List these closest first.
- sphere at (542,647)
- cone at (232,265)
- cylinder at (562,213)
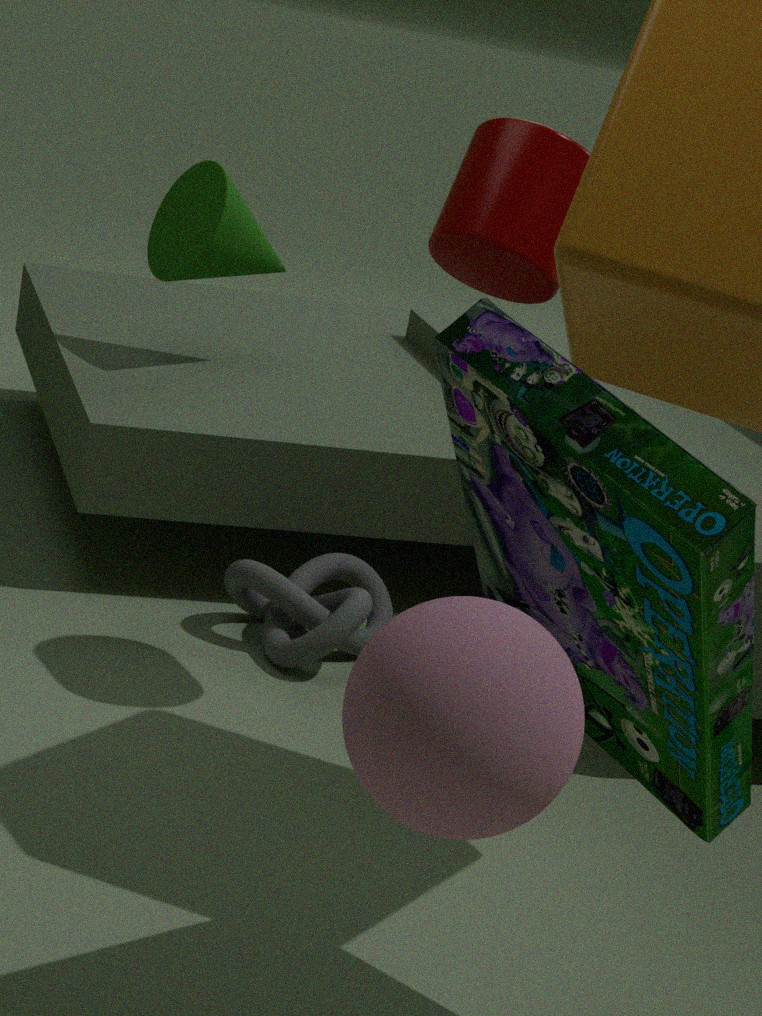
sphere at (542,647)
cylinder at (562,213)
cone at (232,265)
